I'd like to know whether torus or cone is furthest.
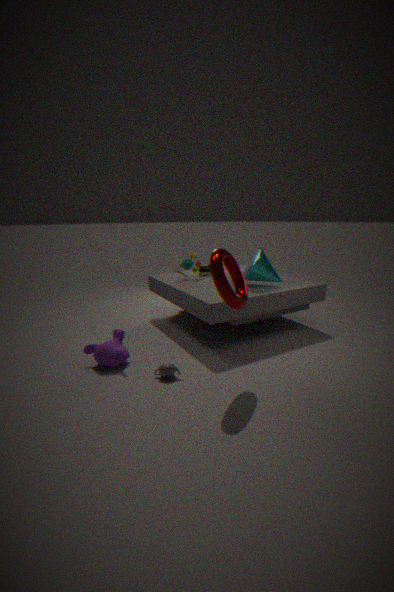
cone
